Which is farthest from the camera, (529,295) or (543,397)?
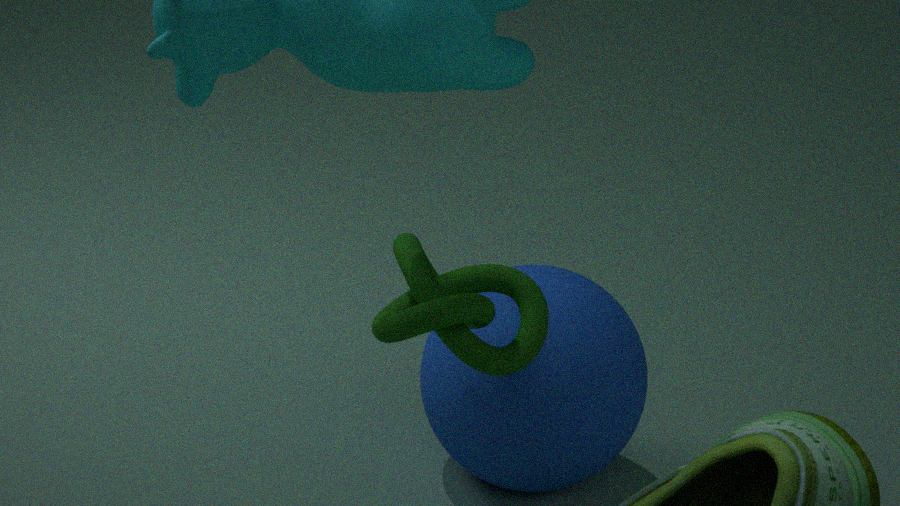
(543,397)
